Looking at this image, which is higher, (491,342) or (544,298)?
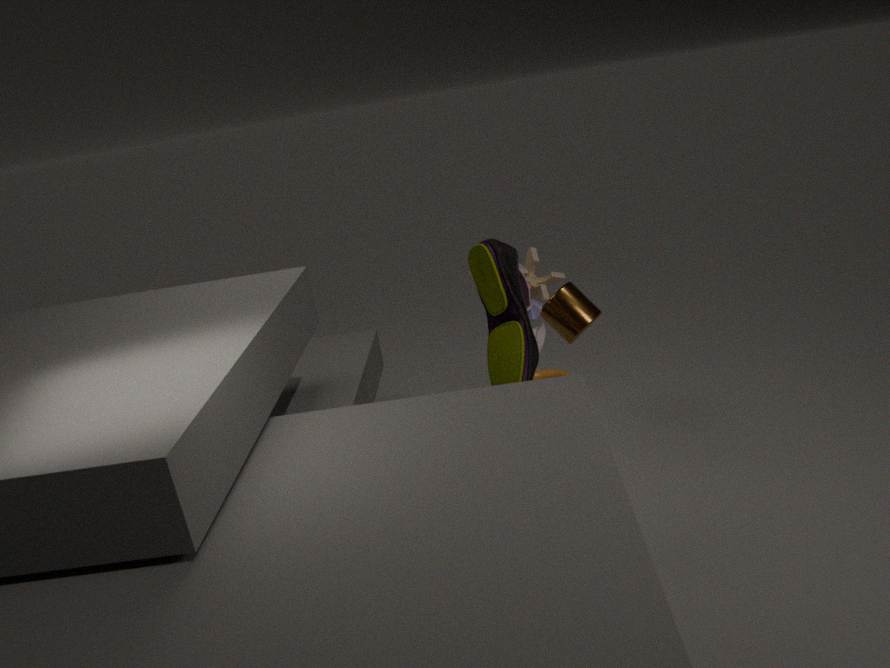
(491,342)
